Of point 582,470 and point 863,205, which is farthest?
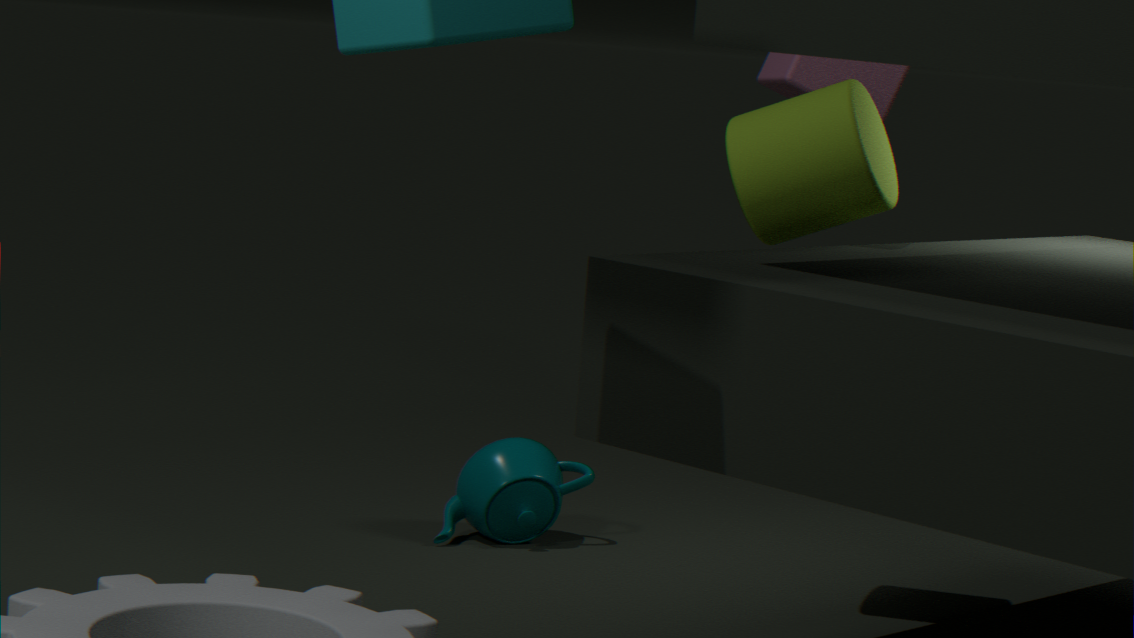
point 582,470
